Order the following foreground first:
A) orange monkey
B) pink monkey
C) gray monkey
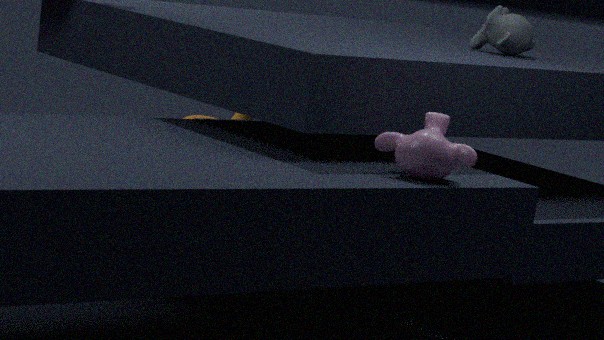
pink monkey → gray monkey → orange monkey
